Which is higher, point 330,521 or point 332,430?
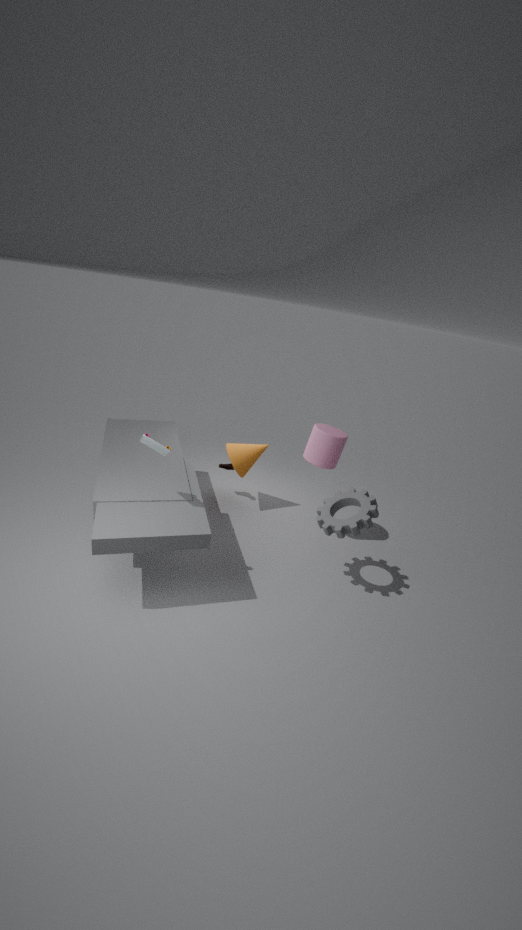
point 332,430
